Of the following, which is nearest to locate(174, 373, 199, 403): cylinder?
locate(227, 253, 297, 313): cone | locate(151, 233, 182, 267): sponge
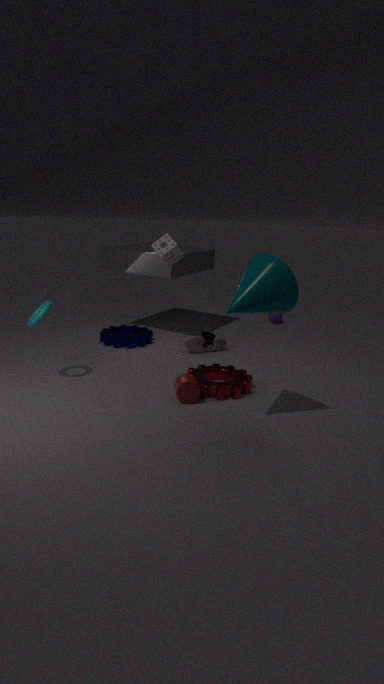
locate(227, 253, 297, 313): cone
